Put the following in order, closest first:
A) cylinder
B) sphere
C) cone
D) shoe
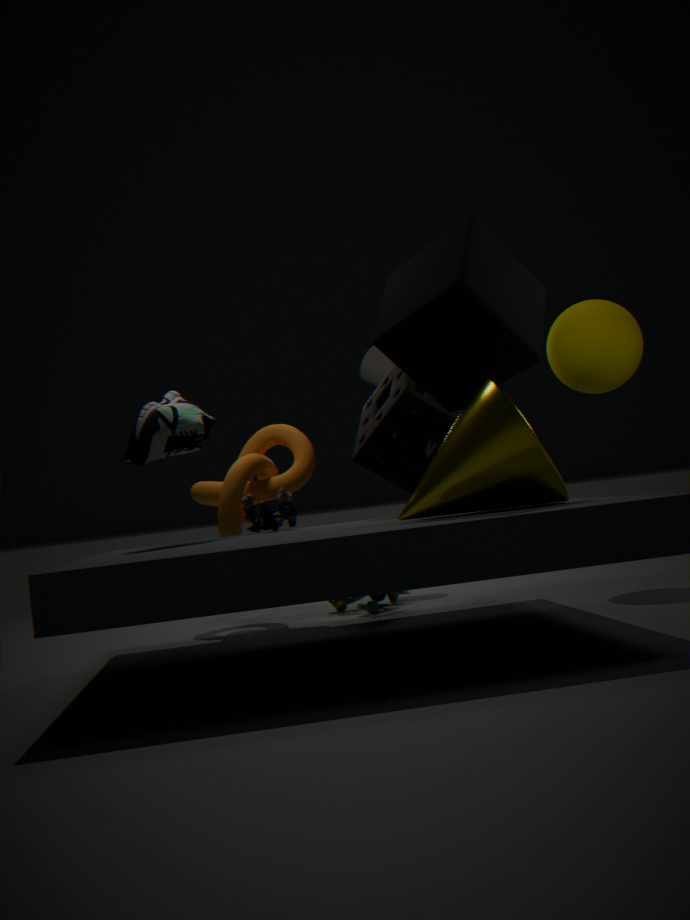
cone → shoe → sphere → cylinder
